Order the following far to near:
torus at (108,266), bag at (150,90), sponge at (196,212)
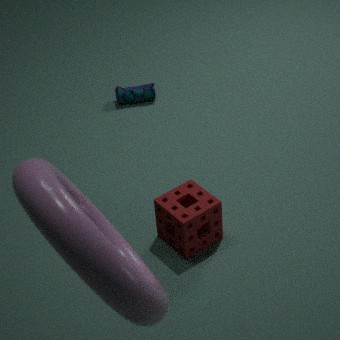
bag at (150,90), sponge at (196,212), torus at (108,266)
